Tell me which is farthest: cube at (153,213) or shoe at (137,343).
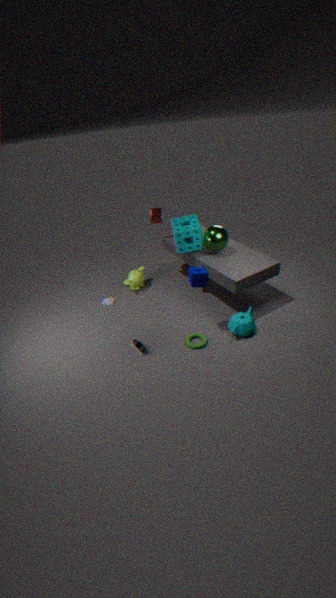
cube at (153,213)
